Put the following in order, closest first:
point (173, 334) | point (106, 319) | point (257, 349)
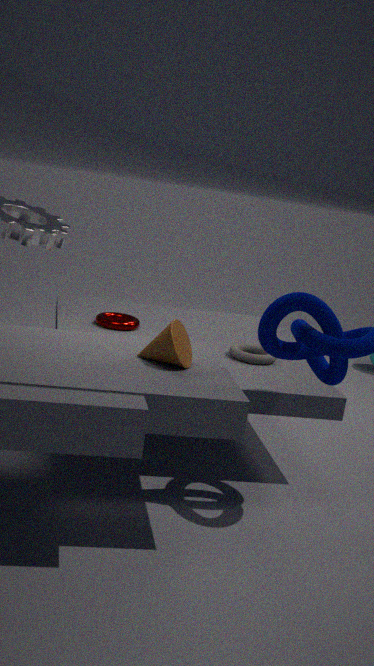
1. point (173, 334)
2. point (257, 349)
3. point (106, 319)
